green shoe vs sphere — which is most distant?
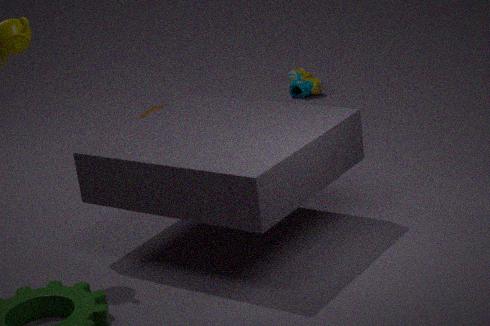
green shoe
